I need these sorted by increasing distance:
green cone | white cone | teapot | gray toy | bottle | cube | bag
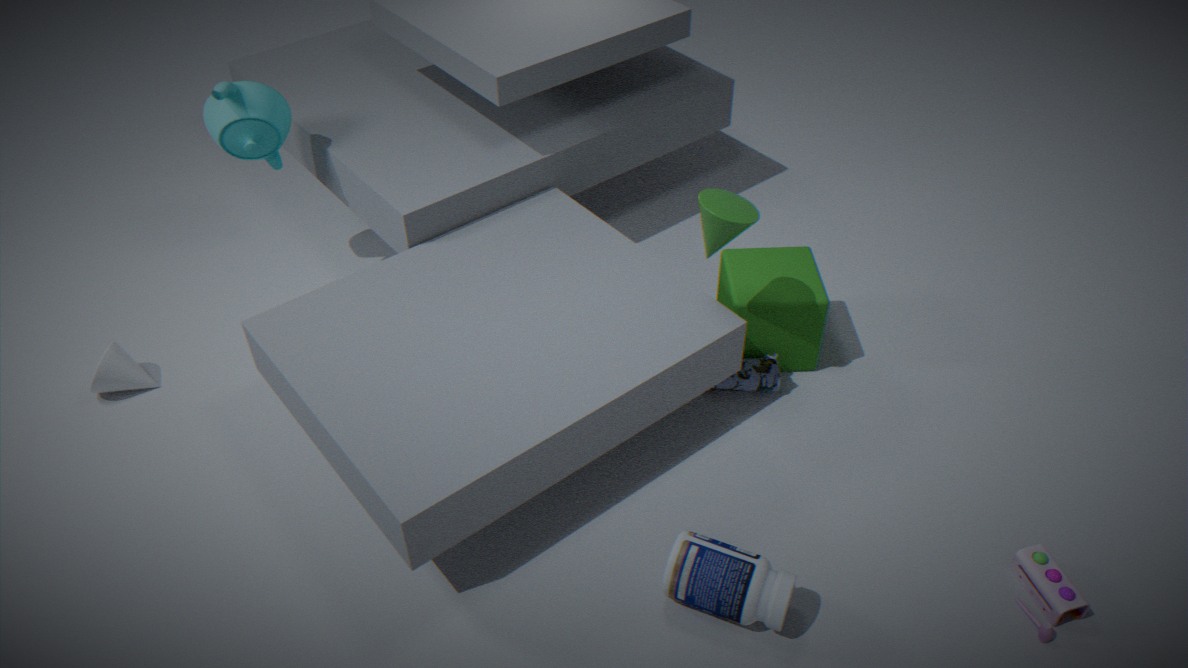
bottle < gray toy < green cone < cube < white cone < bag < teapot
